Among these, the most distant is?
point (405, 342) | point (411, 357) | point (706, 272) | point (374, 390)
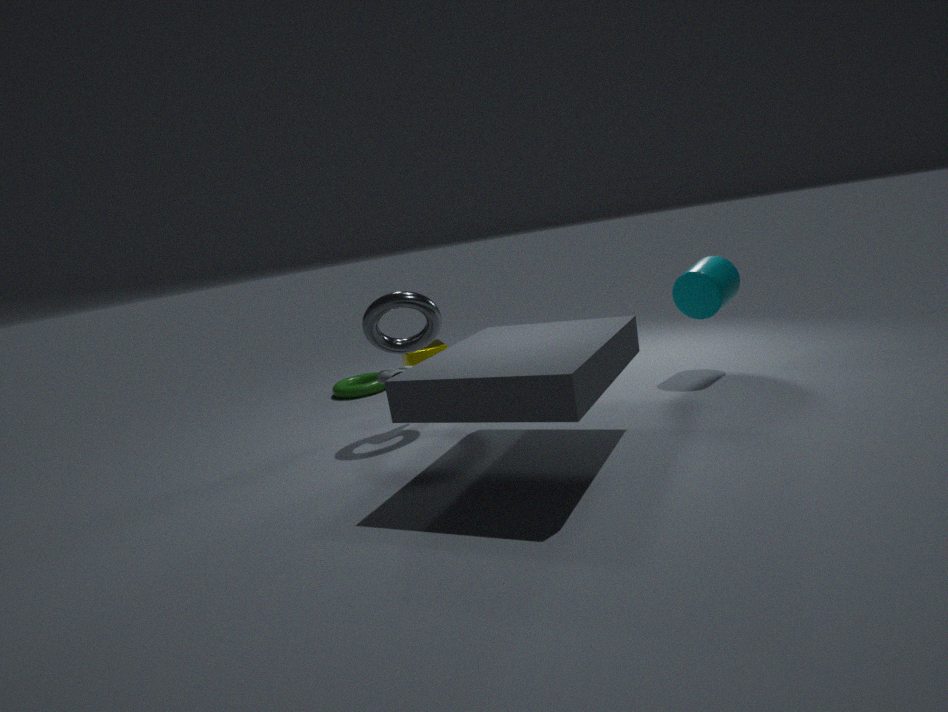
point (374, 390)
